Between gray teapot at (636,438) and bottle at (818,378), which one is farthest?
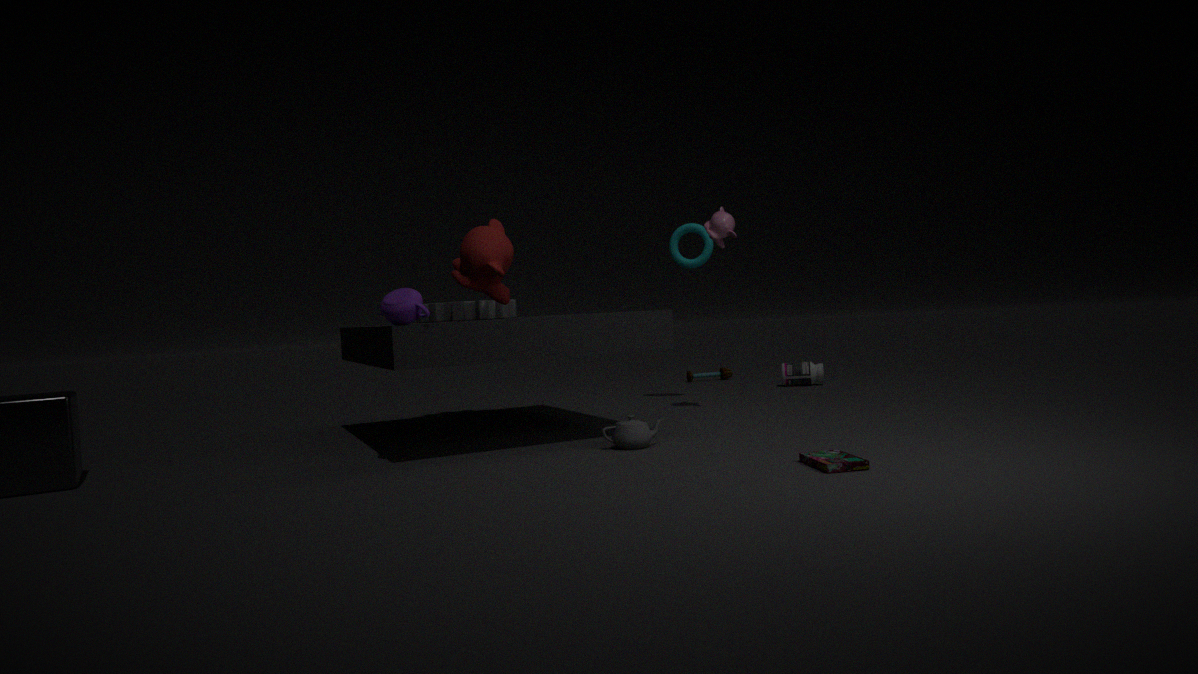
bottle at (818,378)
